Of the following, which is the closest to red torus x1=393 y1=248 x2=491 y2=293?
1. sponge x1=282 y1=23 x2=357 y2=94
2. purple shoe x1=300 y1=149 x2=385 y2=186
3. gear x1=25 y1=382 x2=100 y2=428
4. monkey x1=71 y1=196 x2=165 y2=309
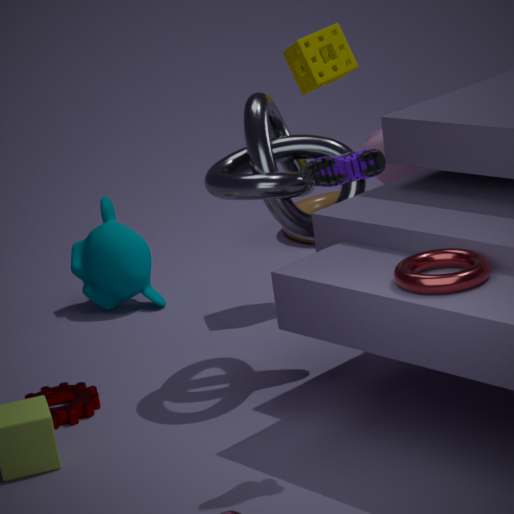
purple shoe x1=300 y1=149 x2=385 y2=186
